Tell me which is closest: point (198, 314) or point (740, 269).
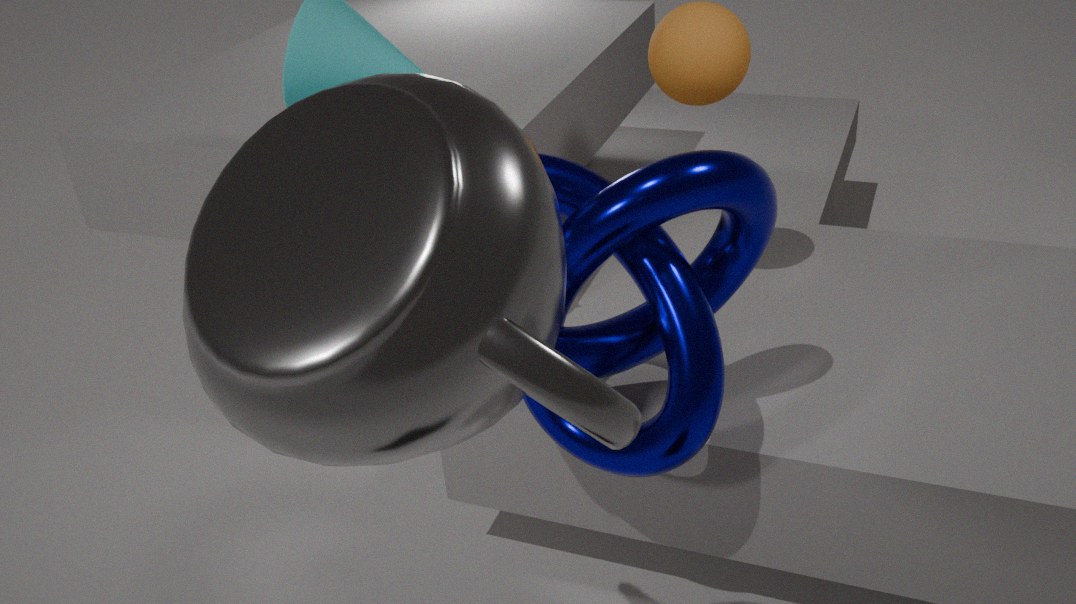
point (198, 314)
